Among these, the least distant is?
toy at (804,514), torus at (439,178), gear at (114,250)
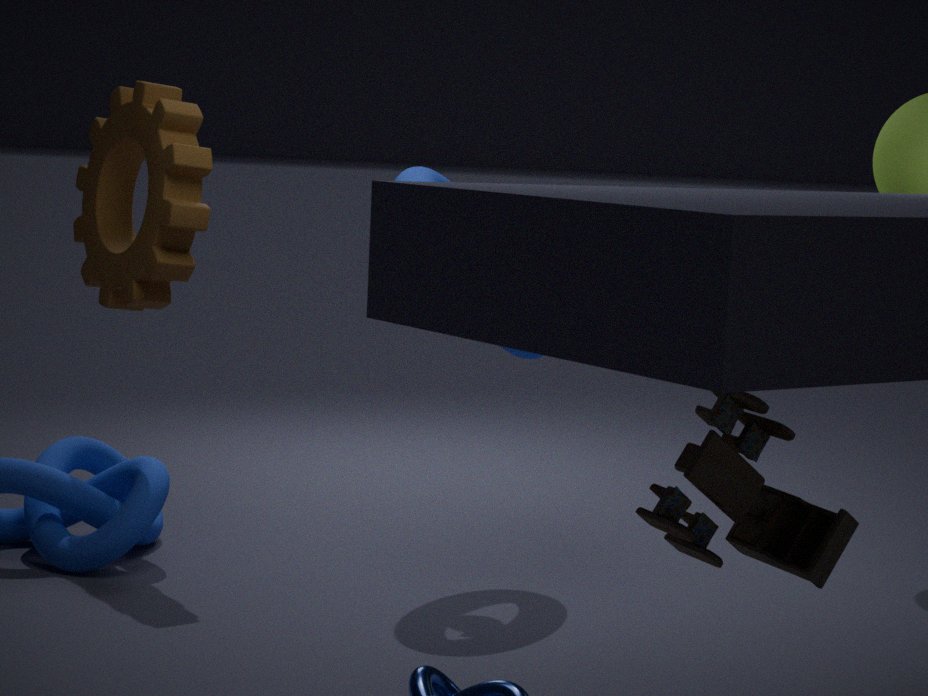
toy at (804,514)
